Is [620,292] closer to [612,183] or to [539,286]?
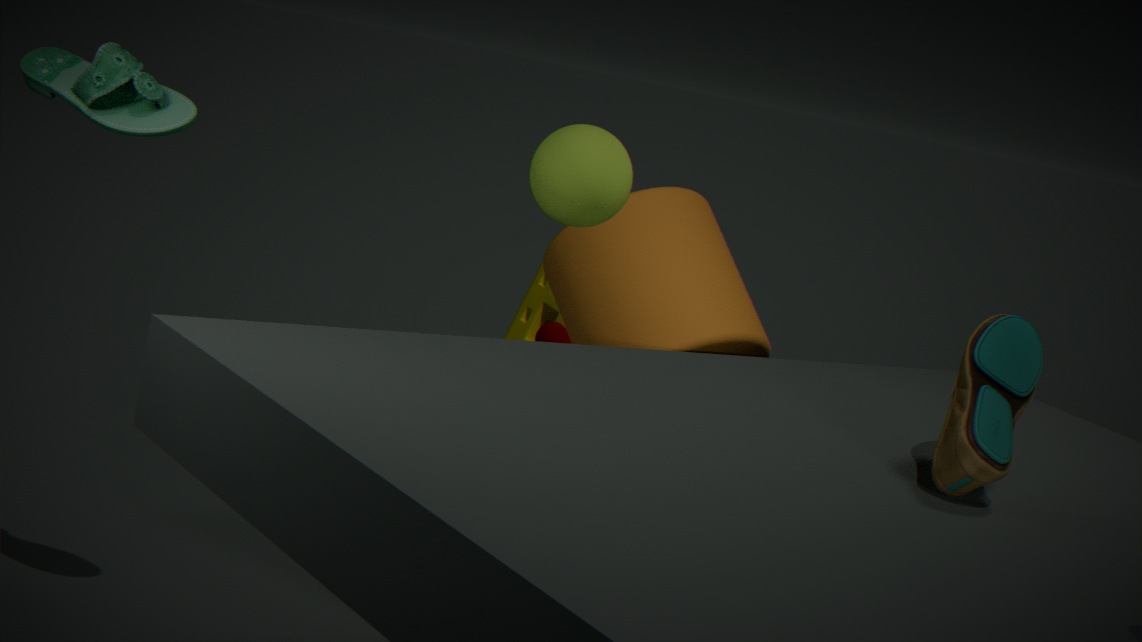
[612,183]
